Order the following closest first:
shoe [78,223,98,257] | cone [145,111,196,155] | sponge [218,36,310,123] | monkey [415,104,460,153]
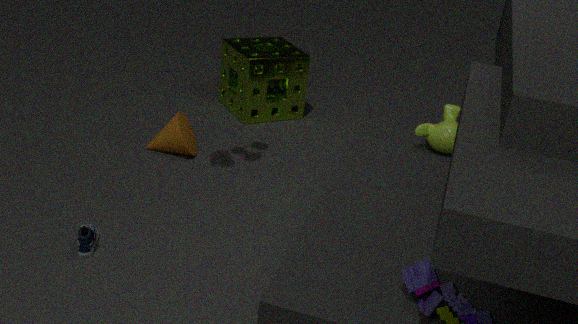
1. shoe [78,223,98,257]
2. monkey [415,104,460,153]
3. cone [145,111,196,155]
4. sponge [218,36,310,123]
